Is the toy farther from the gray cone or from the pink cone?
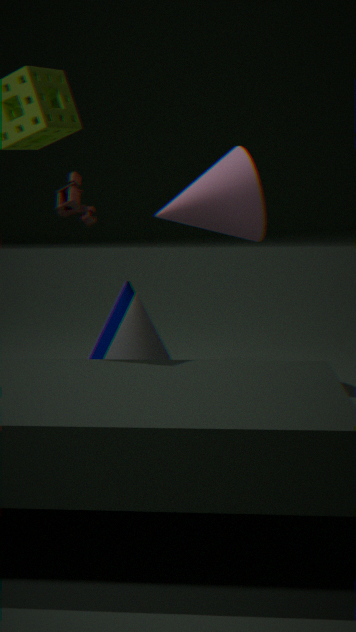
the gray cone
